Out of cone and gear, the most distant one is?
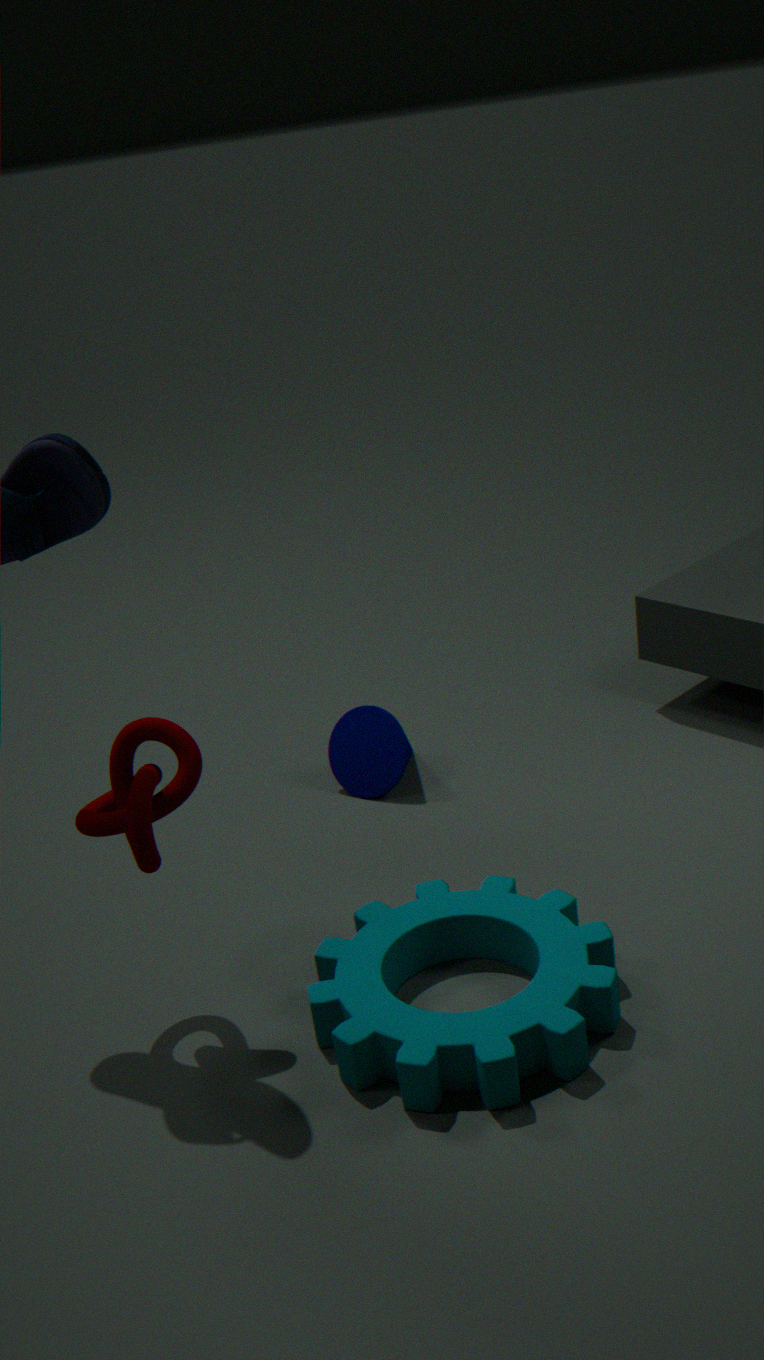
cone
